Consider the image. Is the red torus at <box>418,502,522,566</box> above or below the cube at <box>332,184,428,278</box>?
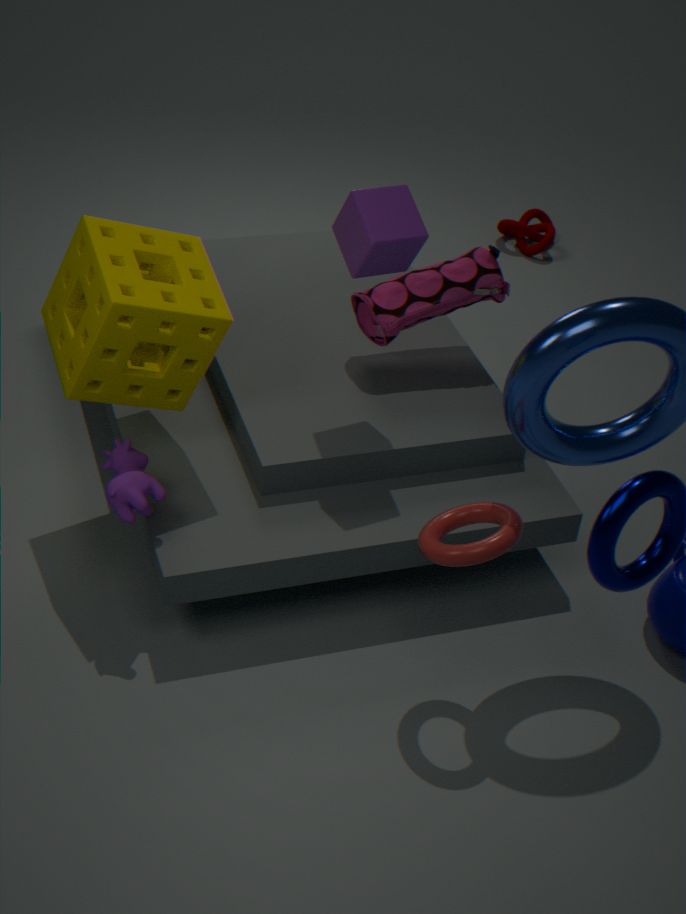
below
